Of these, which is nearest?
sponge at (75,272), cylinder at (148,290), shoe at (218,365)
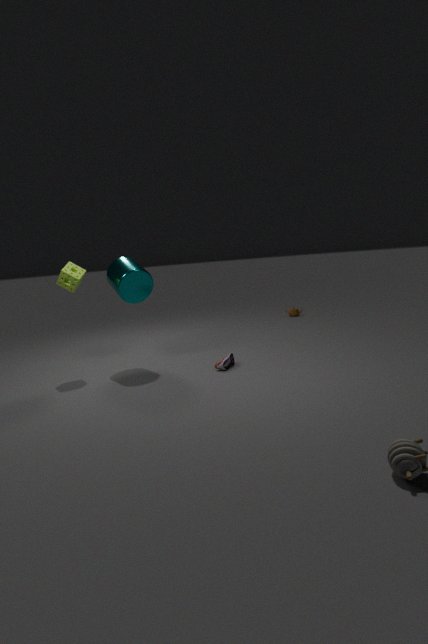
shoe at (218,365)
